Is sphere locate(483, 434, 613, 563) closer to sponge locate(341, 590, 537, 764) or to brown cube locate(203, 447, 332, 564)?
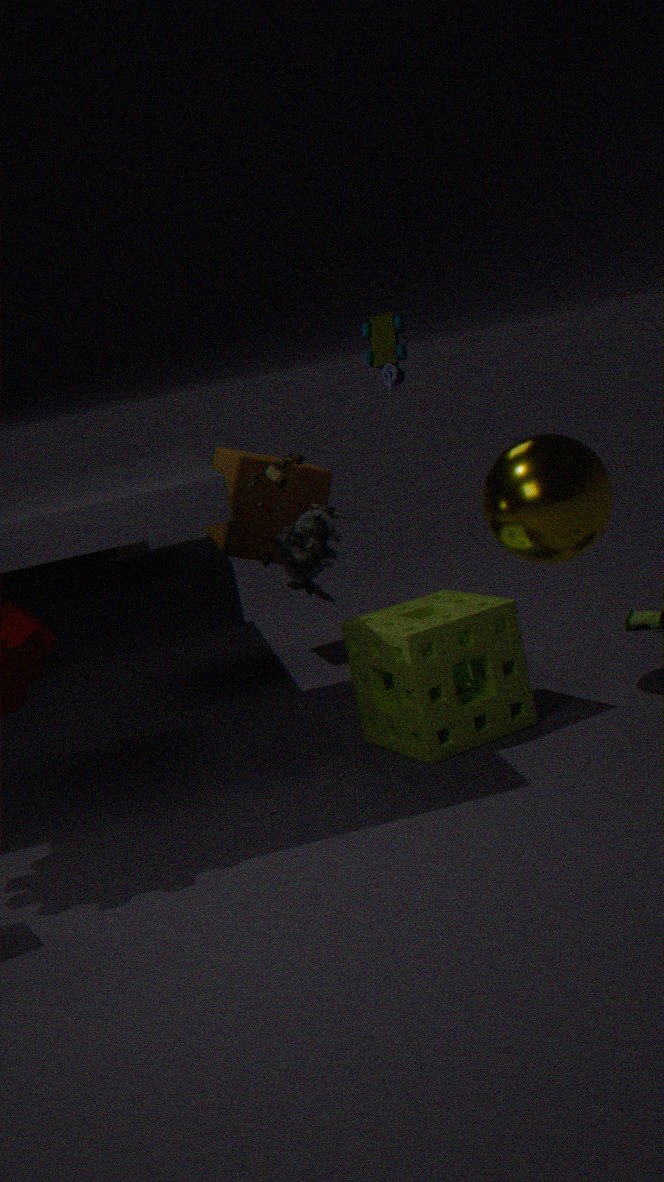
sponge locate(341, 590, 537, 764)
